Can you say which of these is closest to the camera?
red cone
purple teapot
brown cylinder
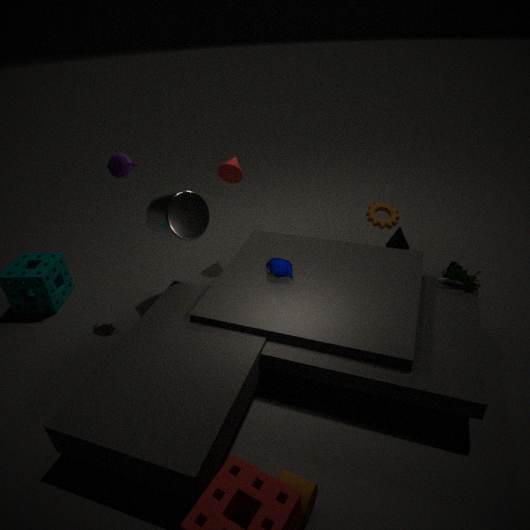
brown cylinder
